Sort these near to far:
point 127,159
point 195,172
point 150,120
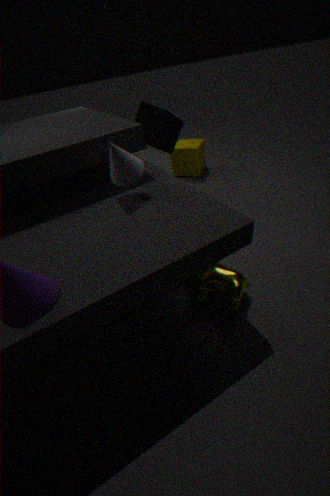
→ point 127,159 < point 150,120 < point 195,172
